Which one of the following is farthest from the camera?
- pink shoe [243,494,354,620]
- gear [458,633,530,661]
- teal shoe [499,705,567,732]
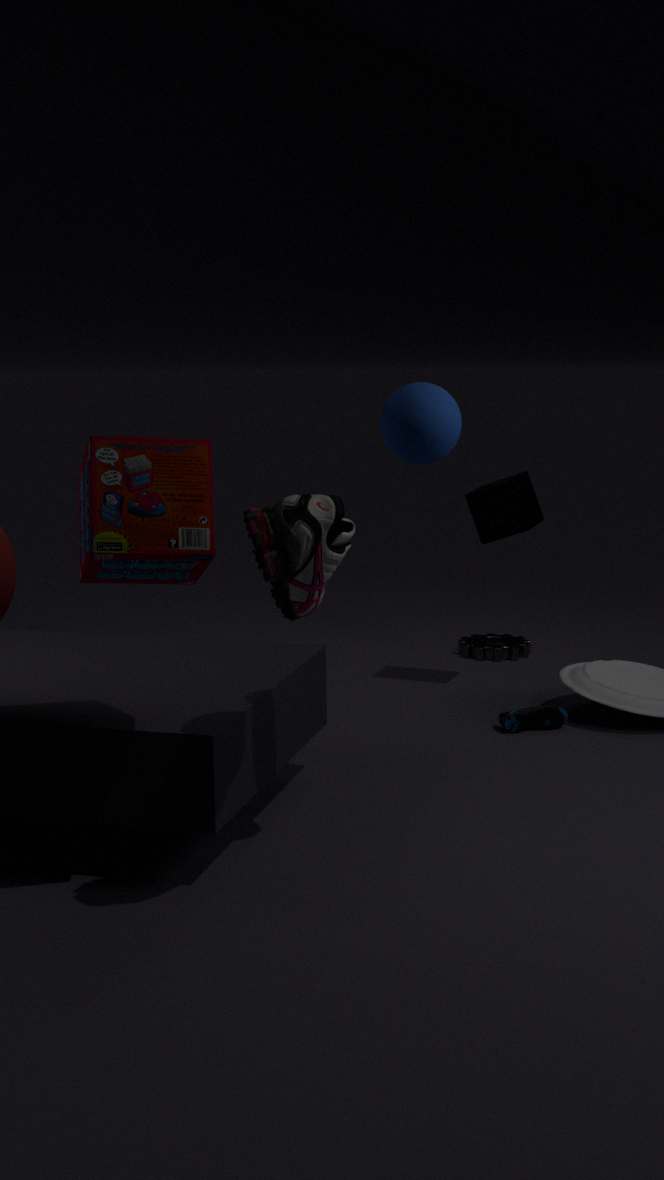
gear [458,633,530,661]
